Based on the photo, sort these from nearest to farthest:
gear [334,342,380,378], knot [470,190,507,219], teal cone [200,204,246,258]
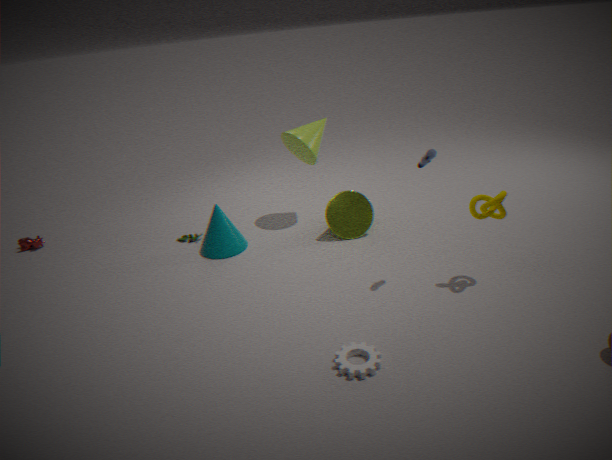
1. gear [334,342,380,378]
2. knot [470,190,507,219]
3. teal cone [200,204,246,258]
